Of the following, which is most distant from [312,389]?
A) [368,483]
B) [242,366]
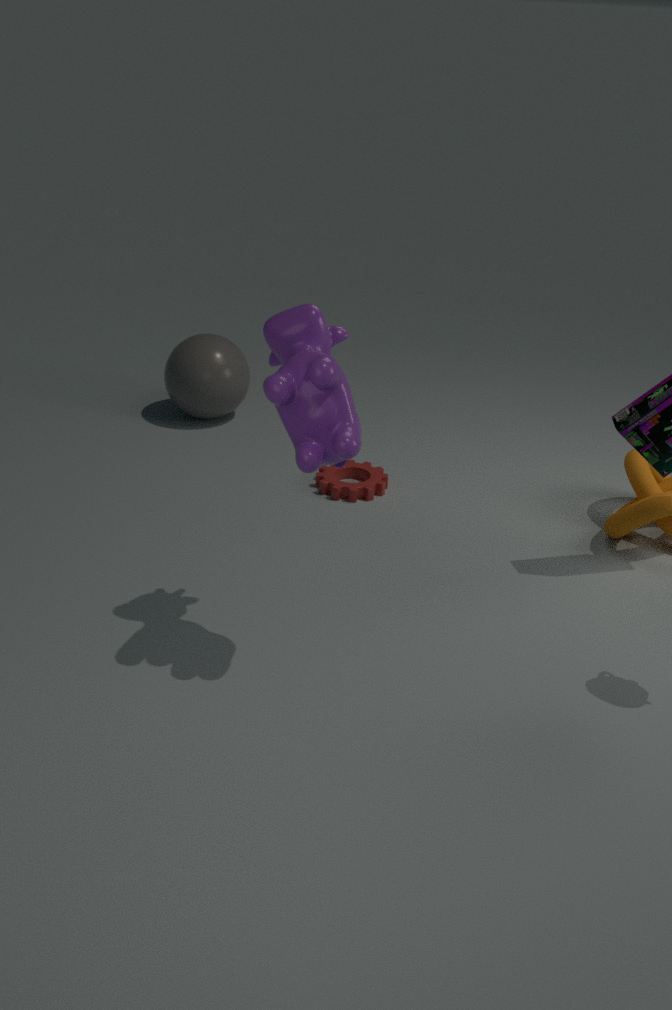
[242,366]
